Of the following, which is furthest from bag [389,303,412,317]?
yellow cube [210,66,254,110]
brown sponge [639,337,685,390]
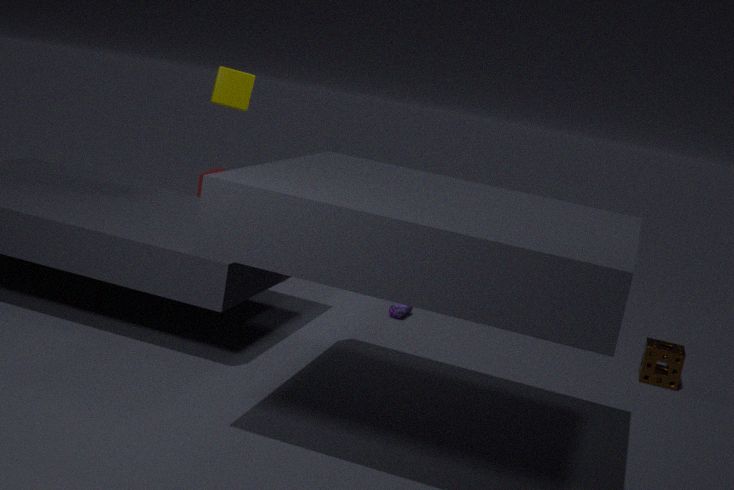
yellow cube [210,66,254,110]
